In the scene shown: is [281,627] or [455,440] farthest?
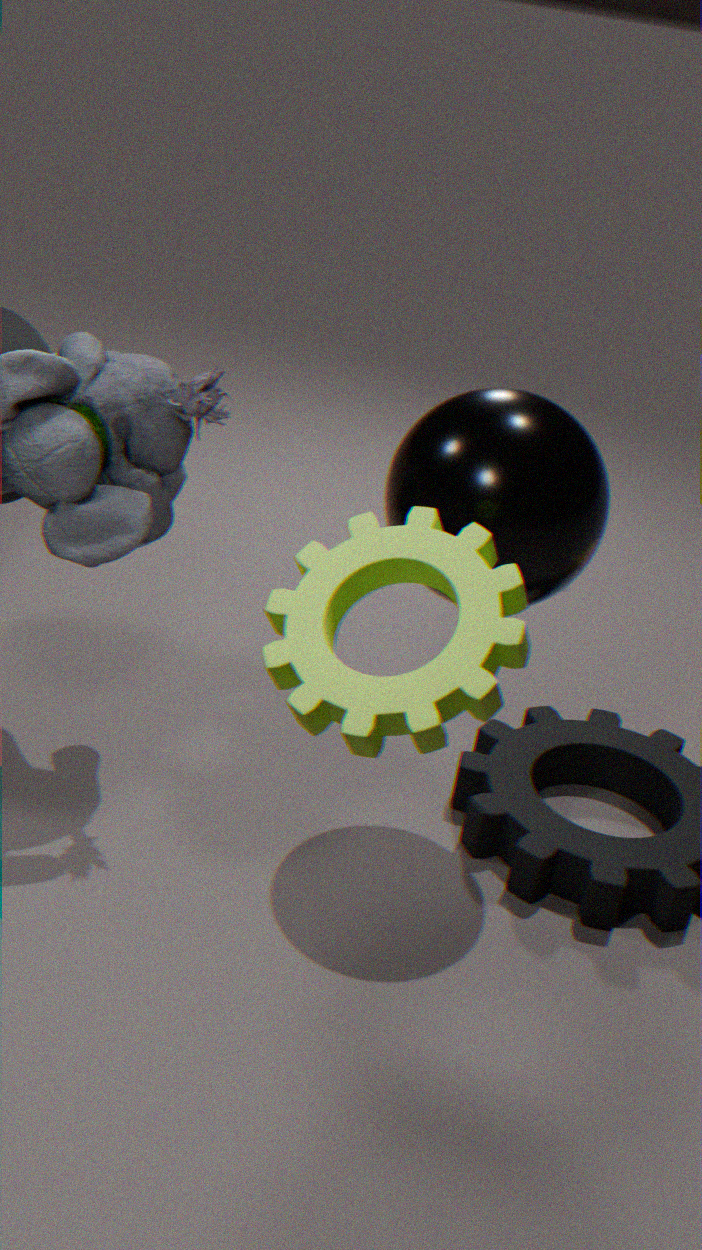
[455,440]
